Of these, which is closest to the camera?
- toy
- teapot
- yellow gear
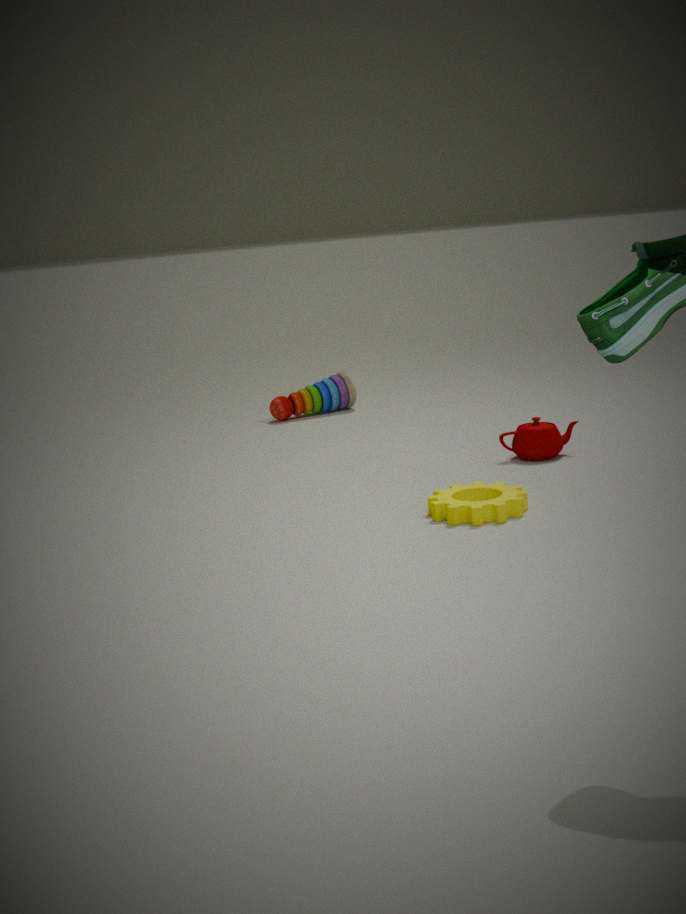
yellow gear
